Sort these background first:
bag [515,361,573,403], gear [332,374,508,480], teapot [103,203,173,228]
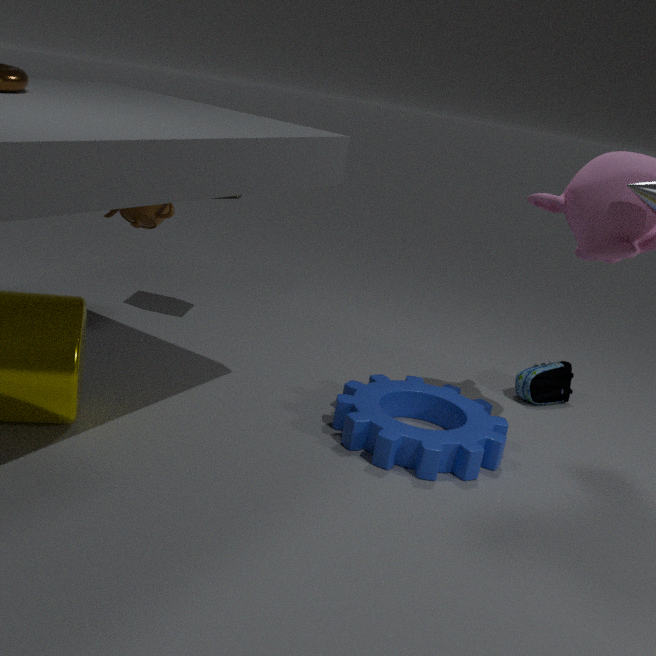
bag [515,361,573,403] < teapot [103,203,173,228] < gear [332,374,508,480]
